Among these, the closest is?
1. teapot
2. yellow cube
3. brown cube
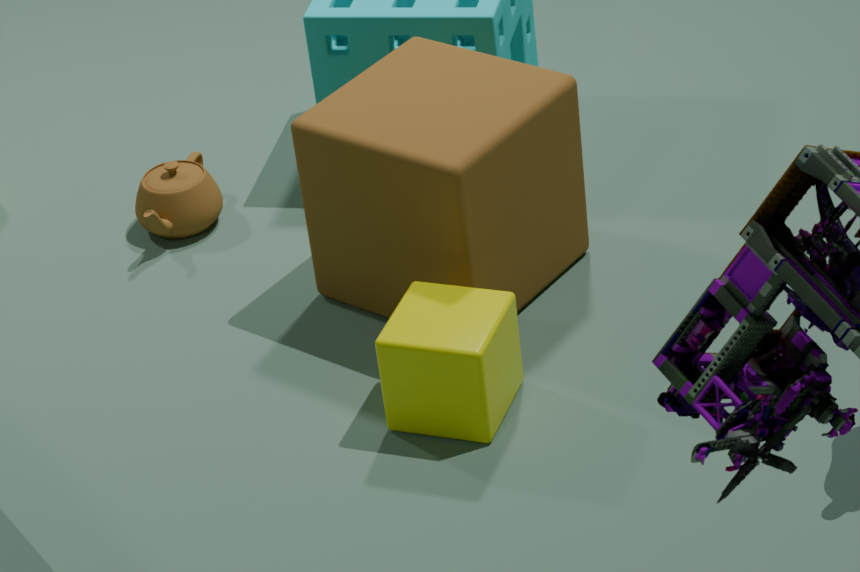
yellow cube
